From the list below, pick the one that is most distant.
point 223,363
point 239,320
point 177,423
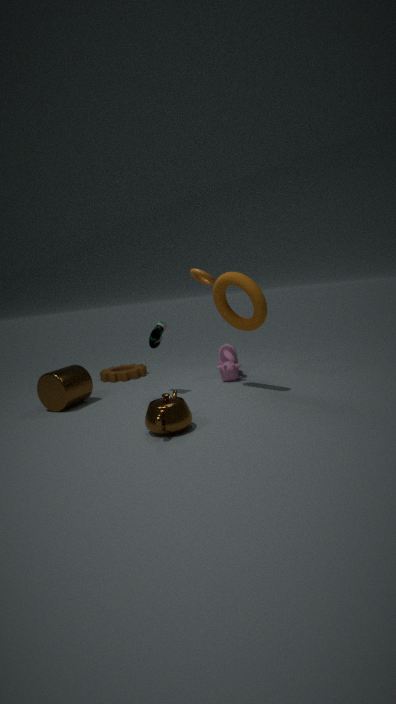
point 223,363
